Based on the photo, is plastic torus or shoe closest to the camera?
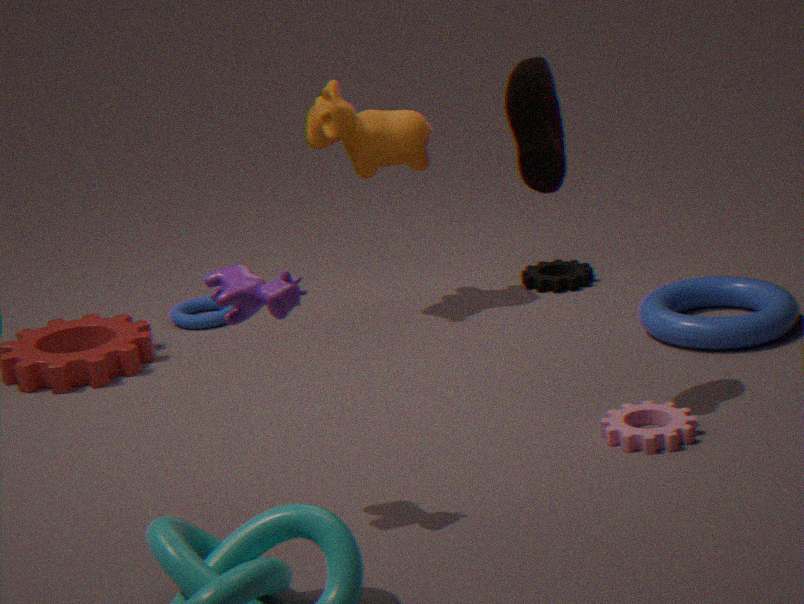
shoe
